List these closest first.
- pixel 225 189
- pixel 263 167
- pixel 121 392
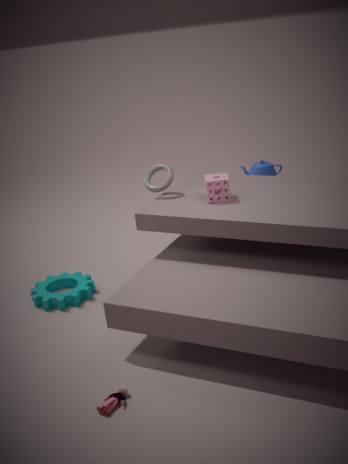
pixel 121 392 → pixel 225 189 → pixel 263 167
